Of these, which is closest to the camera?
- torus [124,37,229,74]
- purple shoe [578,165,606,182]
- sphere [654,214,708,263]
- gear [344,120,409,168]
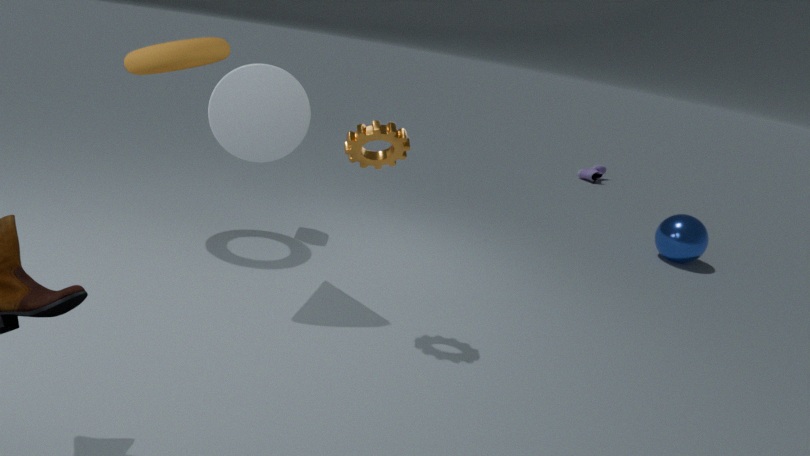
gear [344,120,409,168]
